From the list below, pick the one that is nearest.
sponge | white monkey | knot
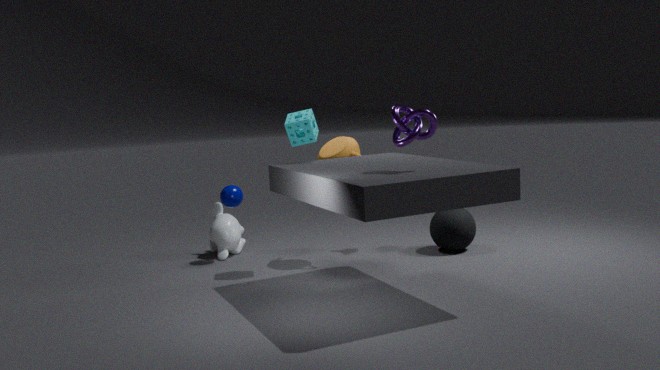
knot
